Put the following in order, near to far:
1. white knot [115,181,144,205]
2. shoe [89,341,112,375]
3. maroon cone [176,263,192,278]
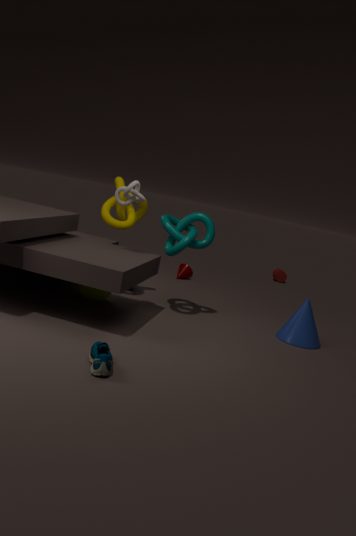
shoe [89,341,112,375] → white knot [115,181,144,205] → maroon cone [176,263,192,278]
